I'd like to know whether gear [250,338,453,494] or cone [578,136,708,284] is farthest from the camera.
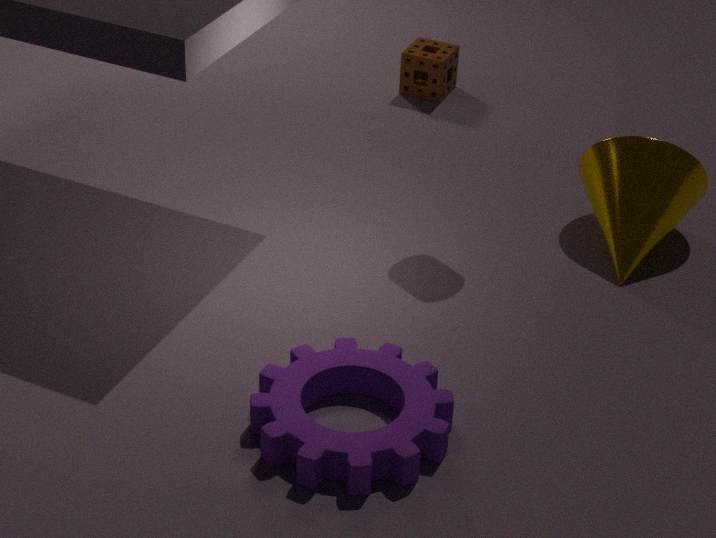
cone [578,136,708,284]
